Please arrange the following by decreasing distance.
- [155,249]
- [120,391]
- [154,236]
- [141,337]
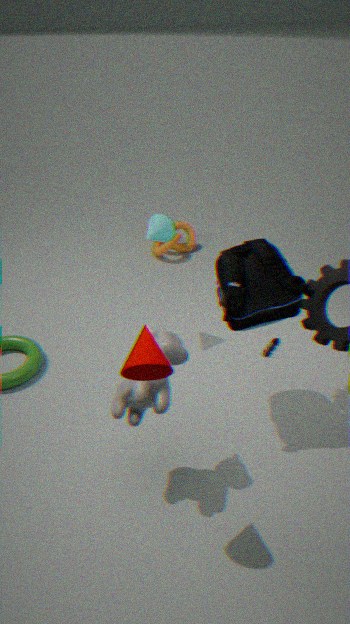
1. [155,249]
2. [154,236]
3. [120,391]
4. [141,337]
